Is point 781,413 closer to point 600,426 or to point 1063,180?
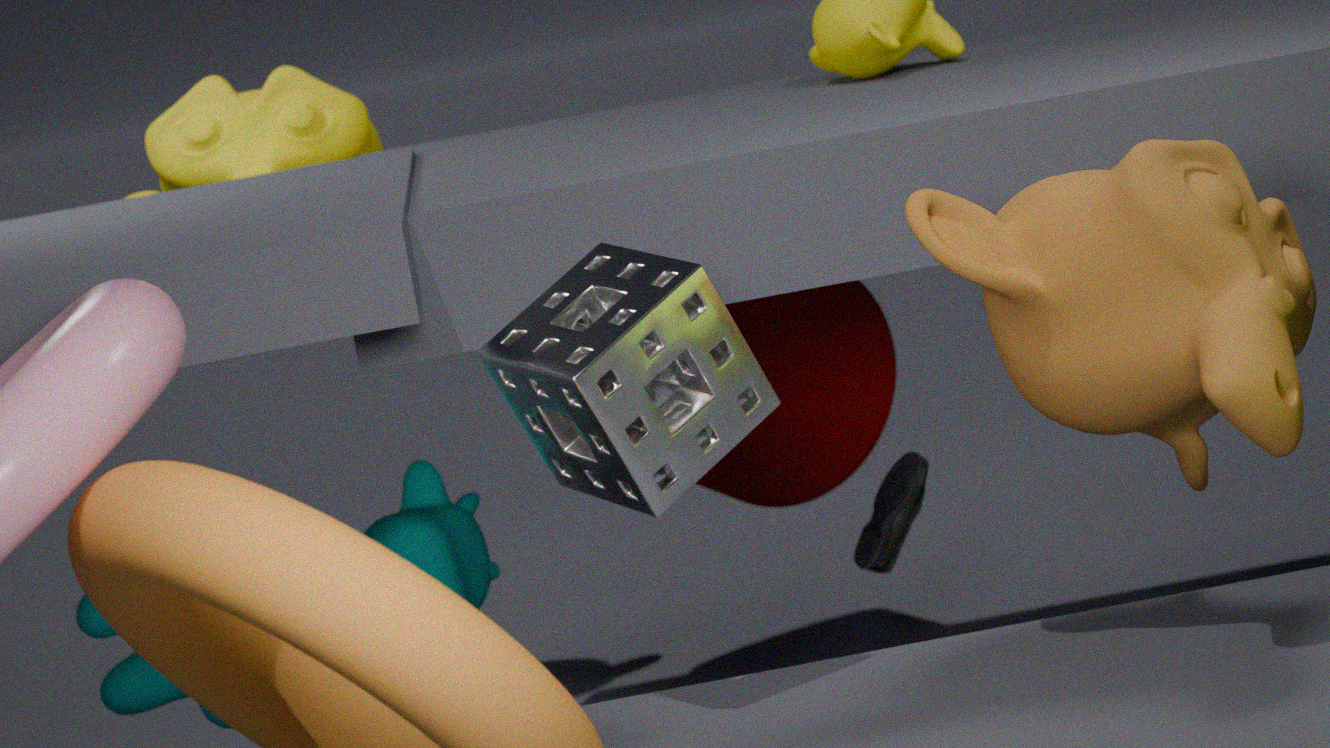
point 600,426
